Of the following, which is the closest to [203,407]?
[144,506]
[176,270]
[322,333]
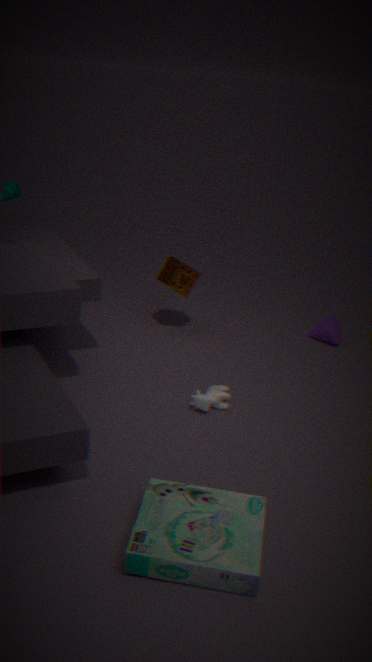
[176,270]
